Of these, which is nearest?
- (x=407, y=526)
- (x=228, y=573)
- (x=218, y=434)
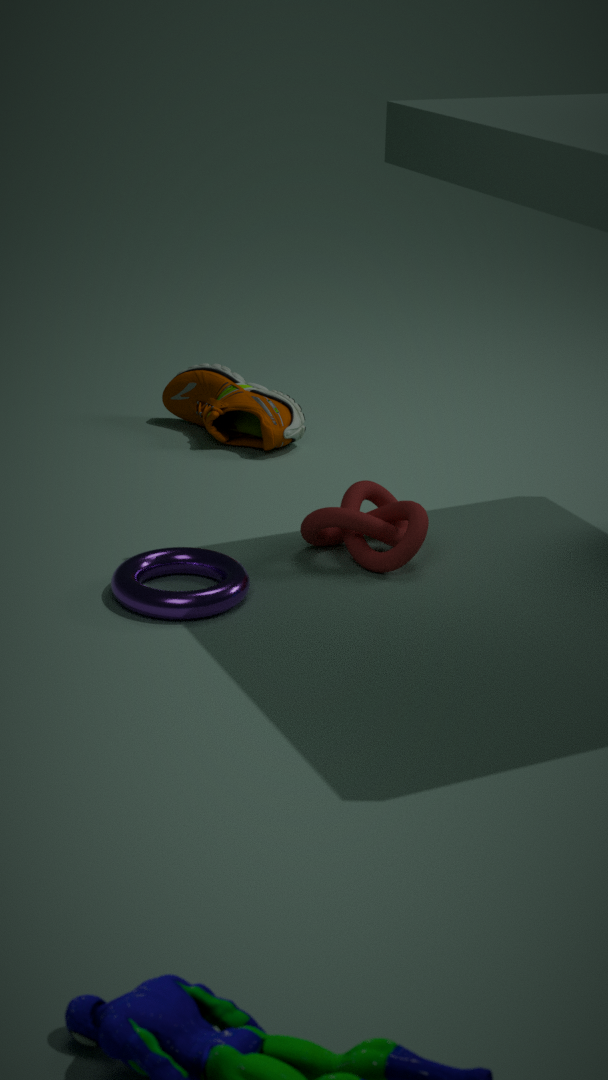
(x=228, y=573)
